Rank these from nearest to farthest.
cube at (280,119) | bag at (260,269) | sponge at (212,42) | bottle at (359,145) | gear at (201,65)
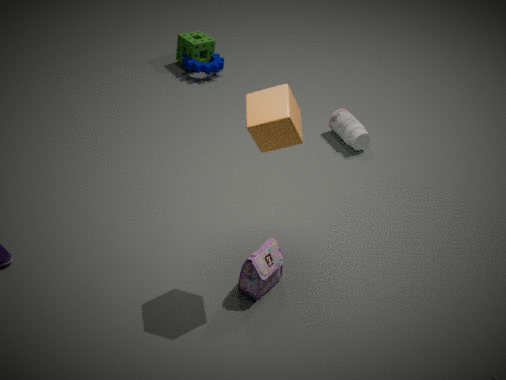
cube at (280,119) → bag at (260,269) → bottle at (359,145) → gear at (201,65) → sponge at (212,42)
